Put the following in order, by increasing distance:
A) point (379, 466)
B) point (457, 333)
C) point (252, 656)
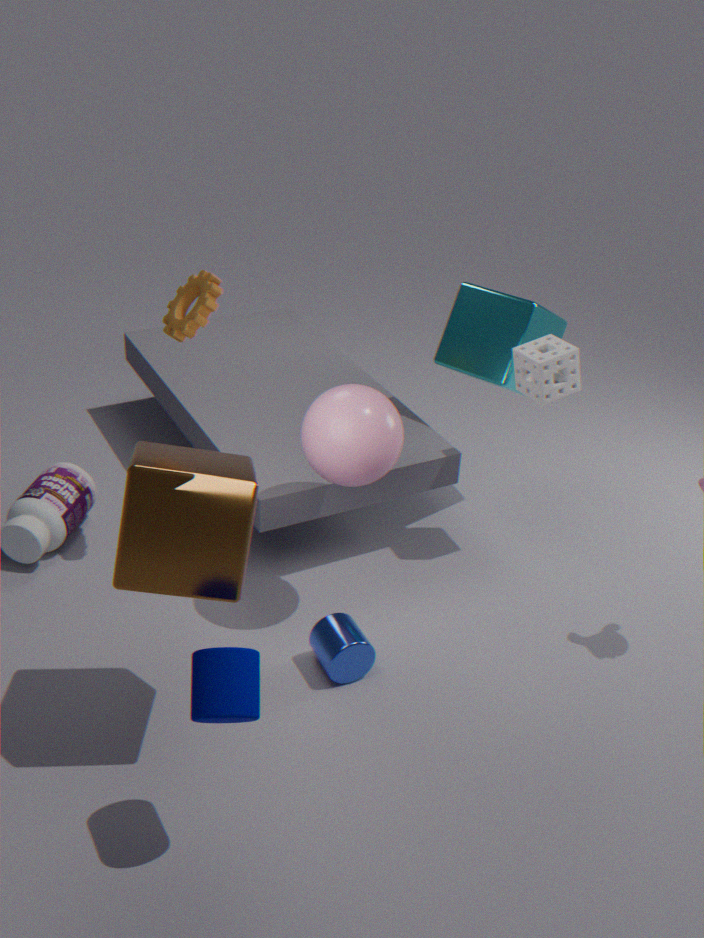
point (252, 656), point (379, 466), point (457, 333)
